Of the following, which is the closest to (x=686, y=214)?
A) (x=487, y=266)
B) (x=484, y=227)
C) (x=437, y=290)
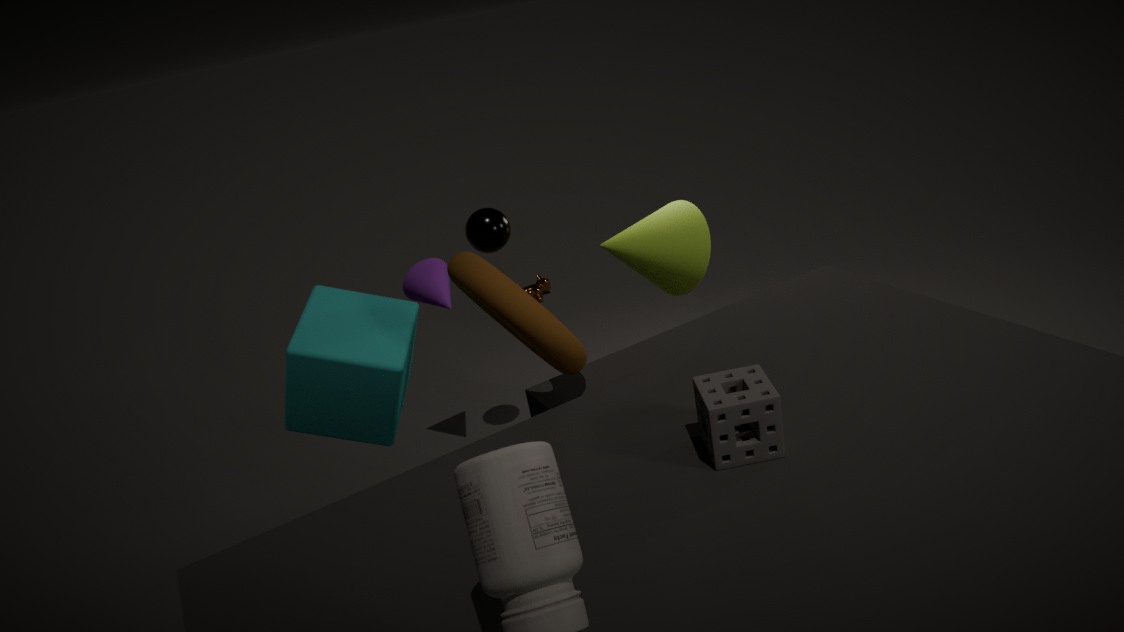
(x=484, y=227)
